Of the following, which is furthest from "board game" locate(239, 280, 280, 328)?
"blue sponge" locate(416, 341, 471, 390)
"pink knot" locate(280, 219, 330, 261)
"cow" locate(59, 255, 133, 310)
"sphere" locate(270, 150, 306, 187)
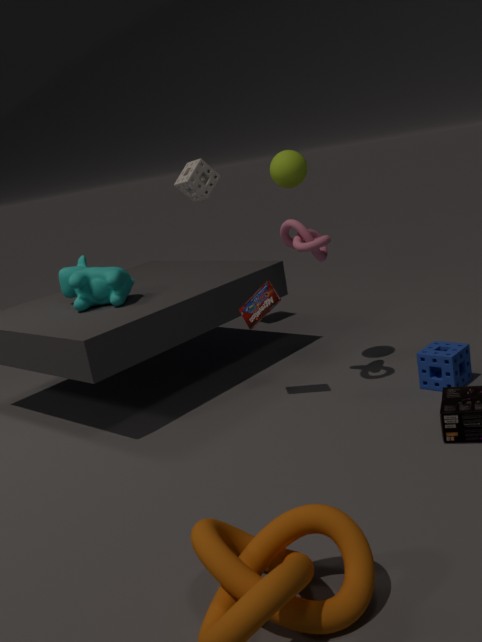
"blue sponge" locate(416, 341, 471, 390)
